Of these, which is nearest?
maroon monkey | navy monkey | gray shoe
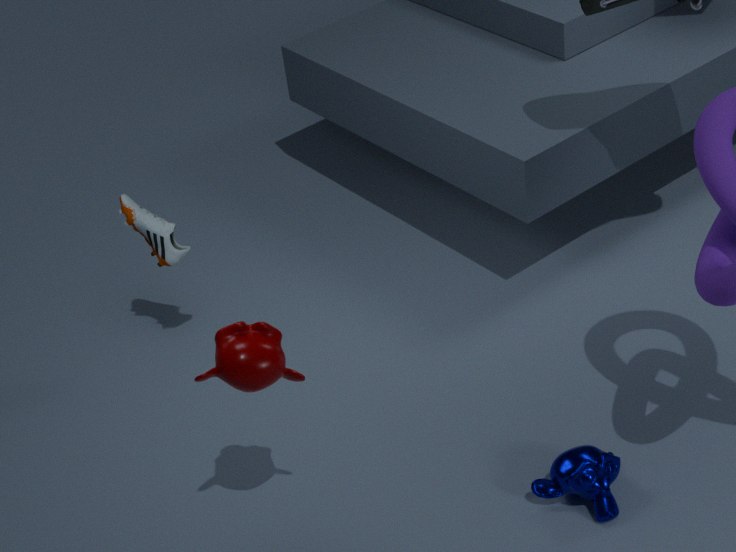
maroon monkey
